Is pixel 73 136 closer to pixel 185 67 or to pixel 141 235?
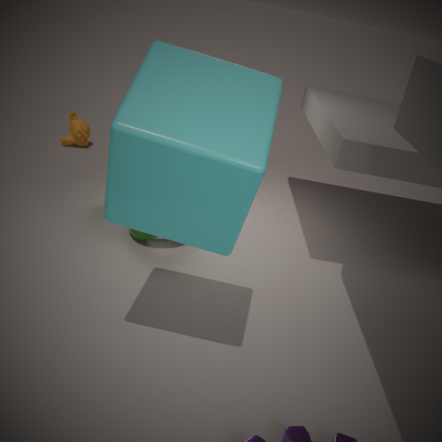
pixel 141 235
